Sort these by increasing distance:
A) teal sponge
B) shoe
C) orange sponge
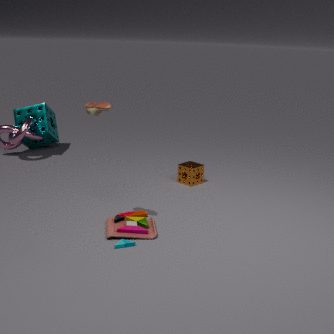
shoe, orange sponge, teal sponge
